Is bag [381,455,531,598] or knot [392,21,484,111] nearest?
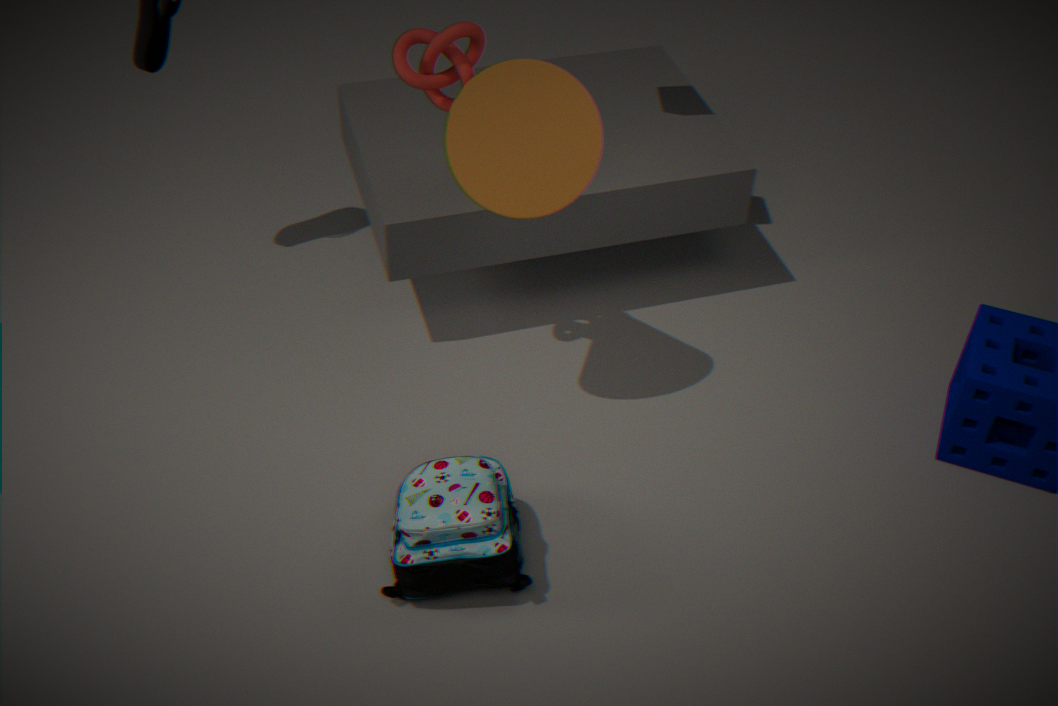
bag [381,455,531,598]
